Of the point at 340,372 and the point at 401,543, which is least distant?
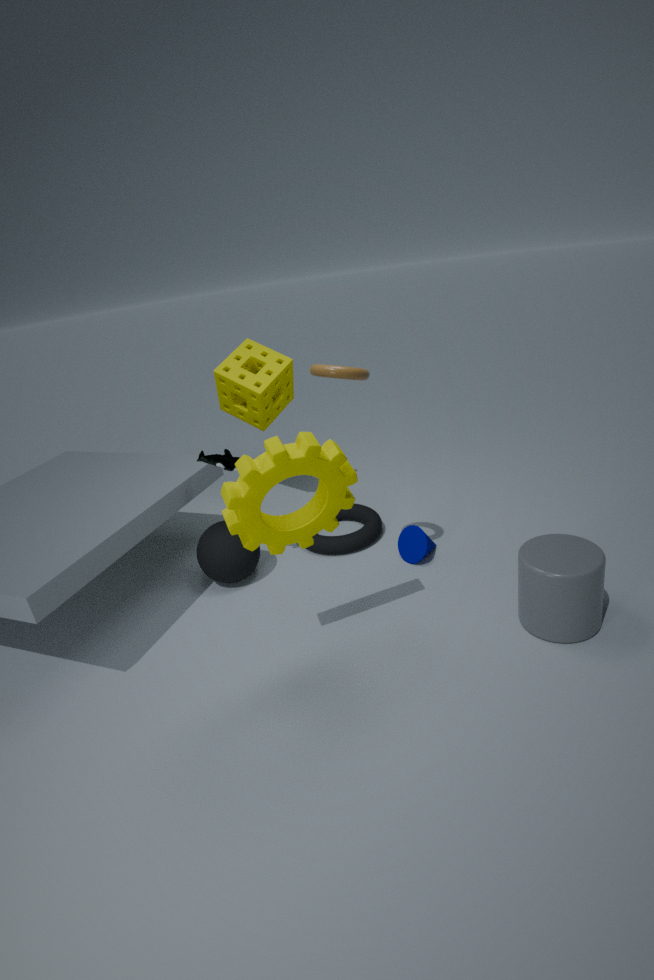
the point at 340,372
